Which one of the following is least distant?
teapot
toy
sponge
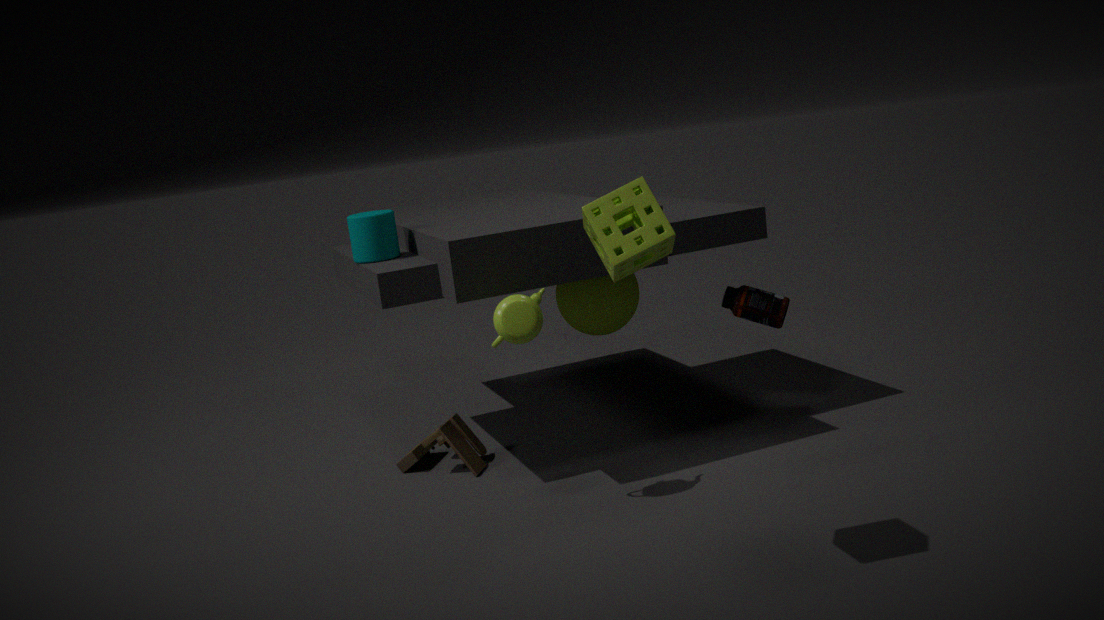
sponge
